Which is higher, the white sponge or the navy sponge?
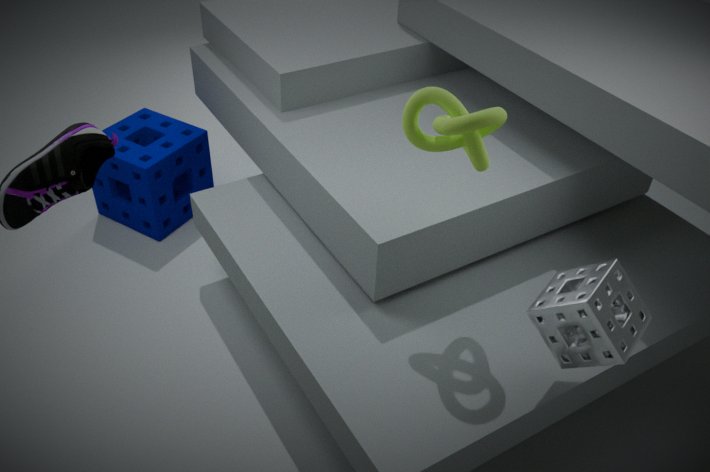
the white sponge
